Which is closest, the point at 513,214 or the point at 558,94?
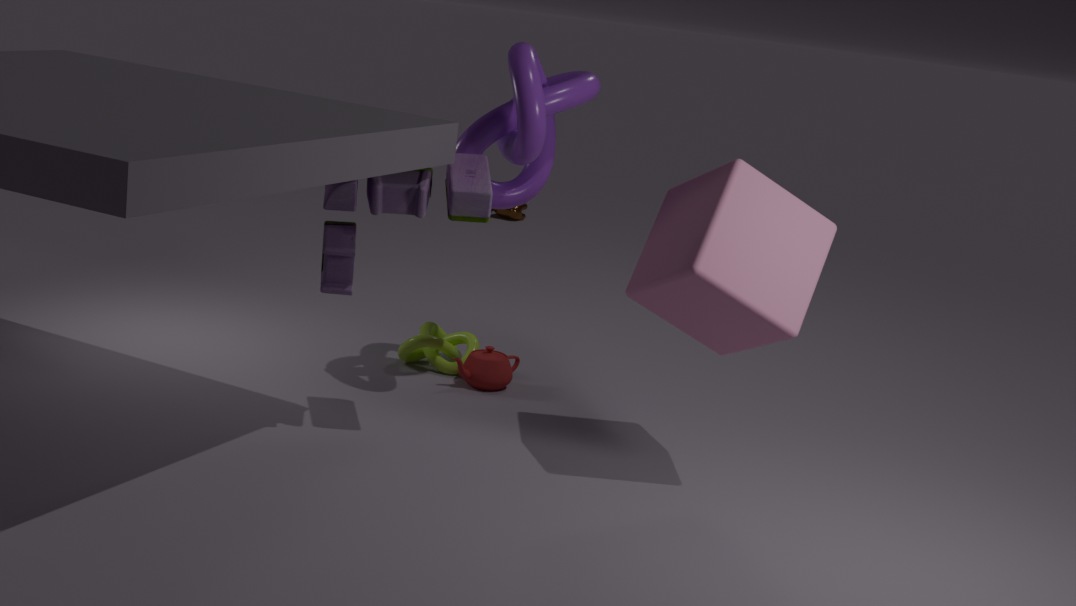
the point at 558,94
